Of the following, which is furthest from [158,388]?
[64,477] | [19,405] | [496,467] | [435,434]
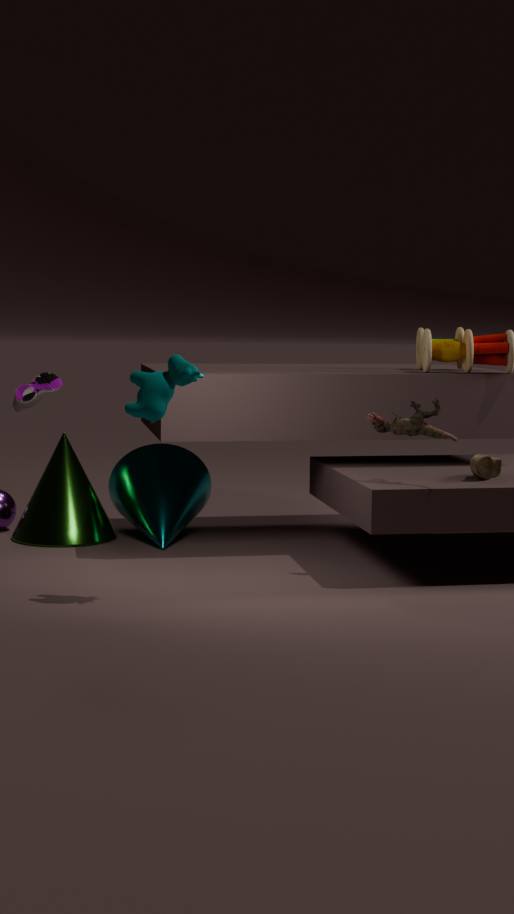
[19,405]
